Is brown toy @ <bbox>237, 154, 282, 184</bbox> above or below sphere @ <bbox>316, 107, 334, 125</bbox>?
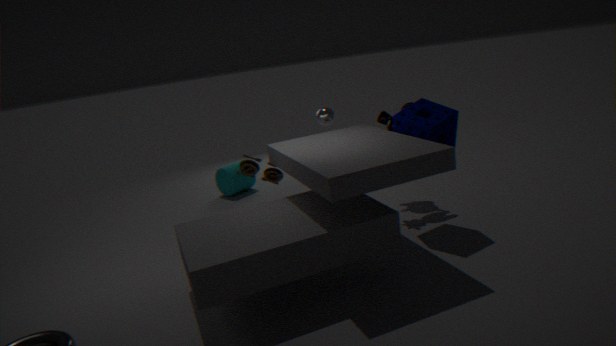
below
